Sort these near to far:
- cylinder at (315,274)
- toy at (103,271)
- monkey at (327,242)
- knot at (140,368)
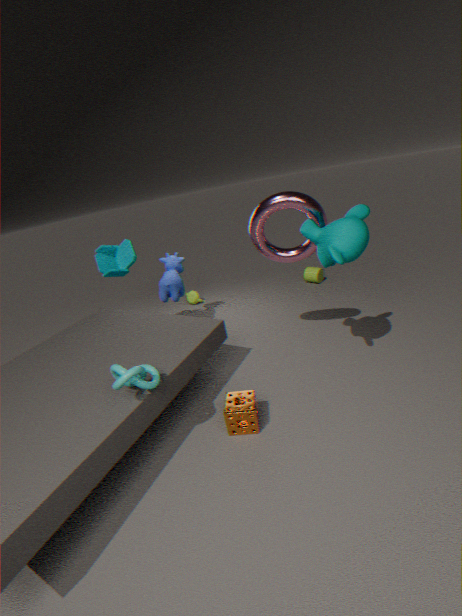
knot at (140,368) → monkey at (327,242) → toy at (103,271) → cylinder at (315,274)
